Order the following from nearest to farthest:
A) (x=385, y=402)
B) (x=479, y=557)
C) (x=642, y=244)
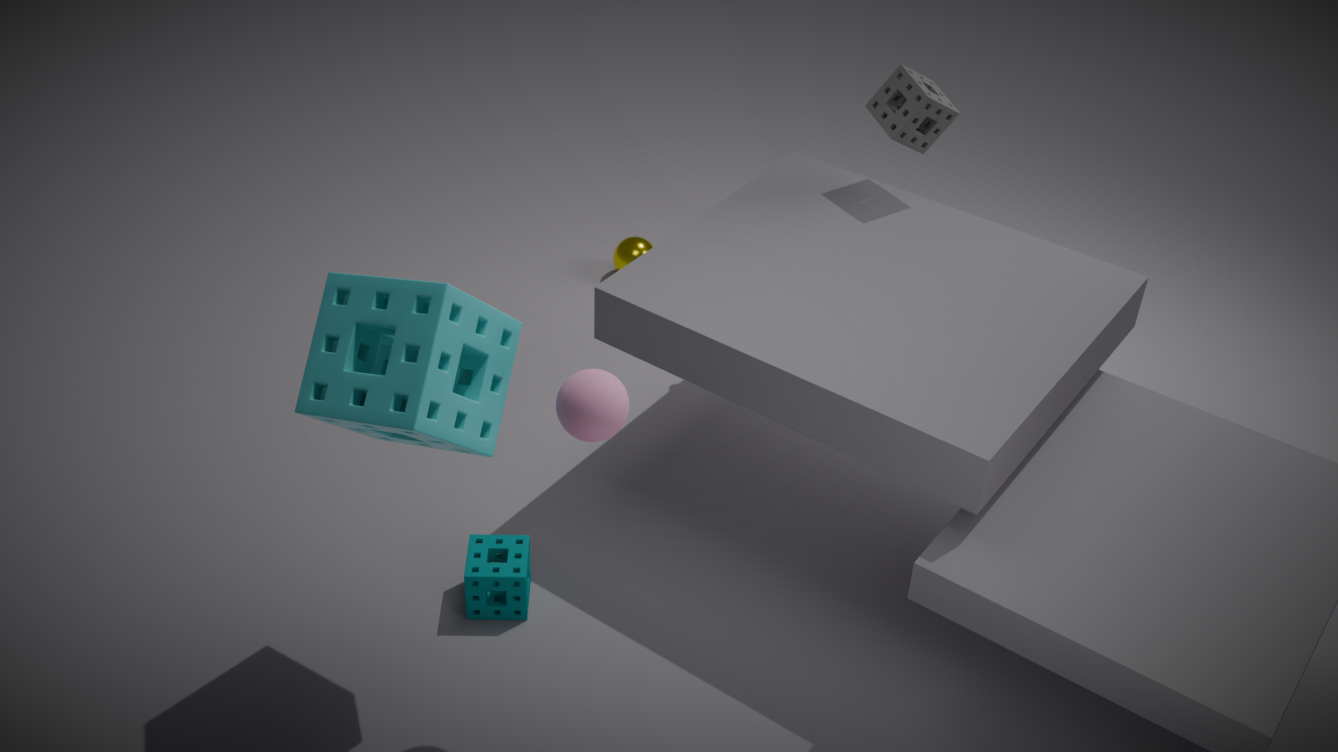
1. (x=385, y=402)
2. (x=479, y=557)
3. (x=642, y=244)
